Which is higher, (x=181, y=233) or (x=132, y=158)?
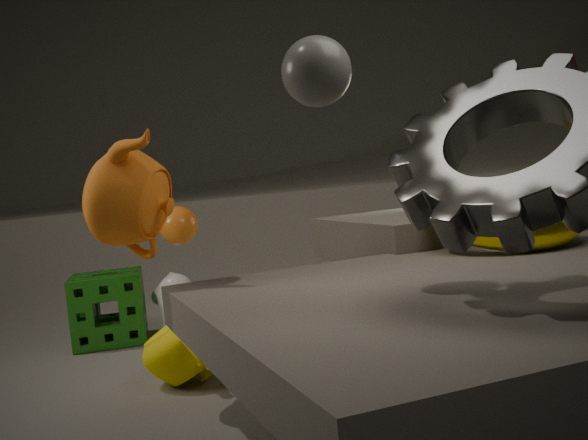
(x=132, y=158)
